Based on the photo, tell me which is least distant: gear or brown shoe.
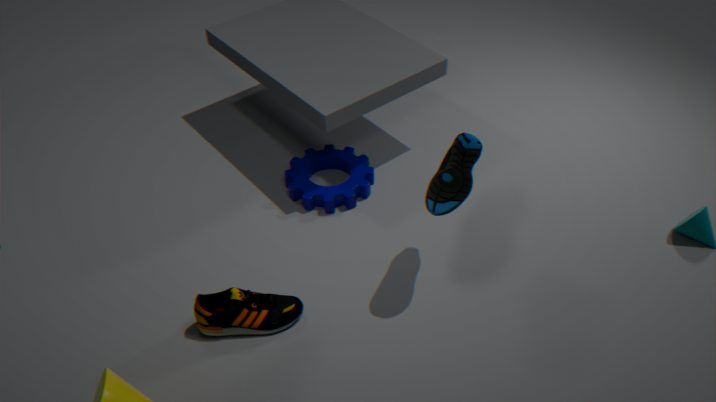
brown shoe
